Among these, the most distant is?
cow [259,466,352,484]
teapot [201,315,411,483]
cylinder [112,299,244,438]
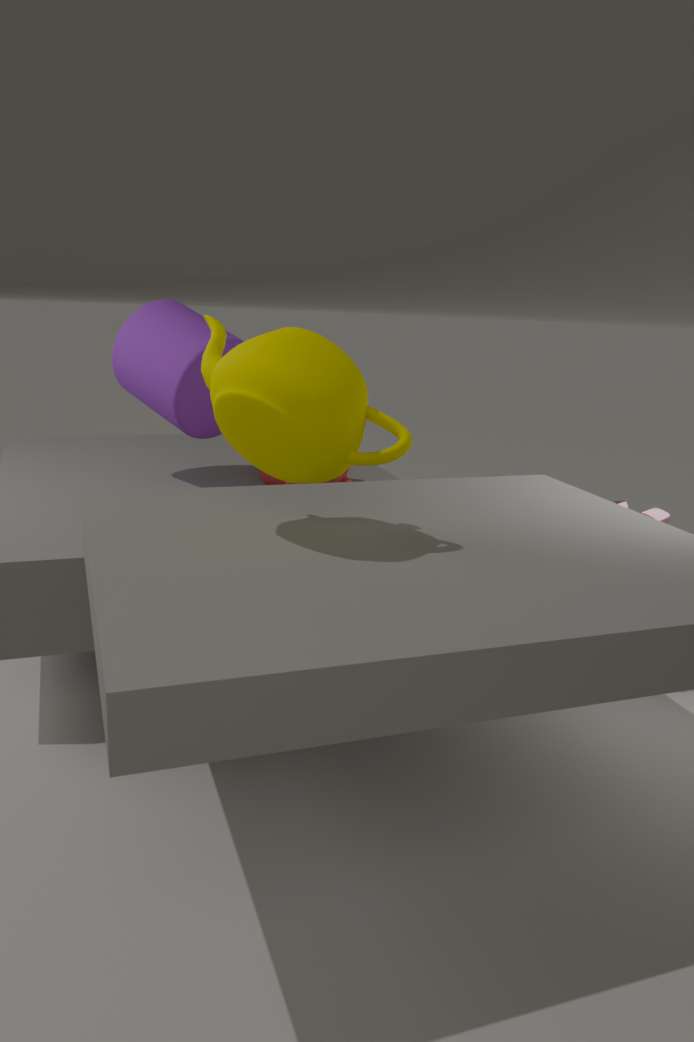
cylinder [112,299,244,438]
